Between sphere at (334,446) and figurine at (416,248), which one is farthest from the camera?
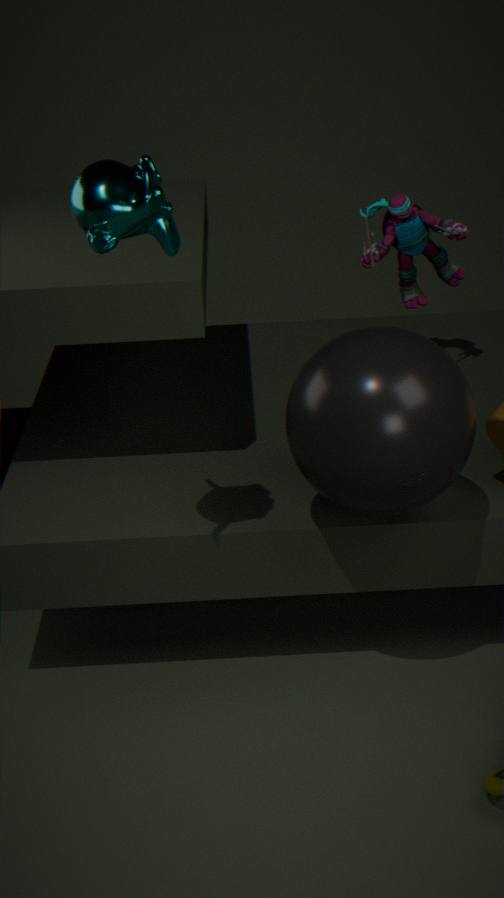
figurine at (416,248)
